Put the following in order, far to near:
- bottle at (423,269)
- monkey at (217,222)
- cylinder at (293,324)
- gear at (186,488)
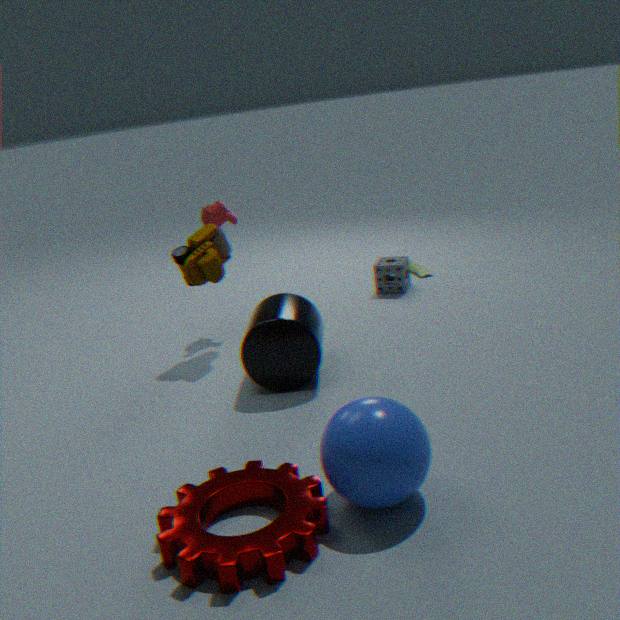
bottle at (423,269), monkey at (217,222), cylinder at (293,324), gear at (186,488)
